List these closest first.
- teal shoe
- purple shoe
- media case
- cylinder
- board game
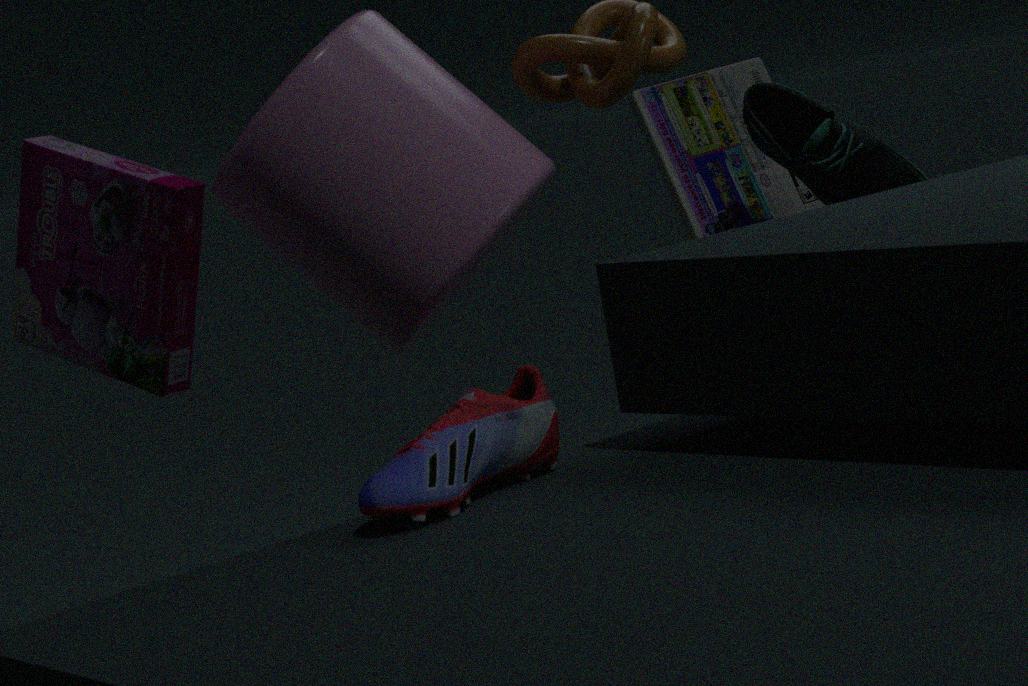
purple shoe
board game
cylinder
teal shoe
media case
